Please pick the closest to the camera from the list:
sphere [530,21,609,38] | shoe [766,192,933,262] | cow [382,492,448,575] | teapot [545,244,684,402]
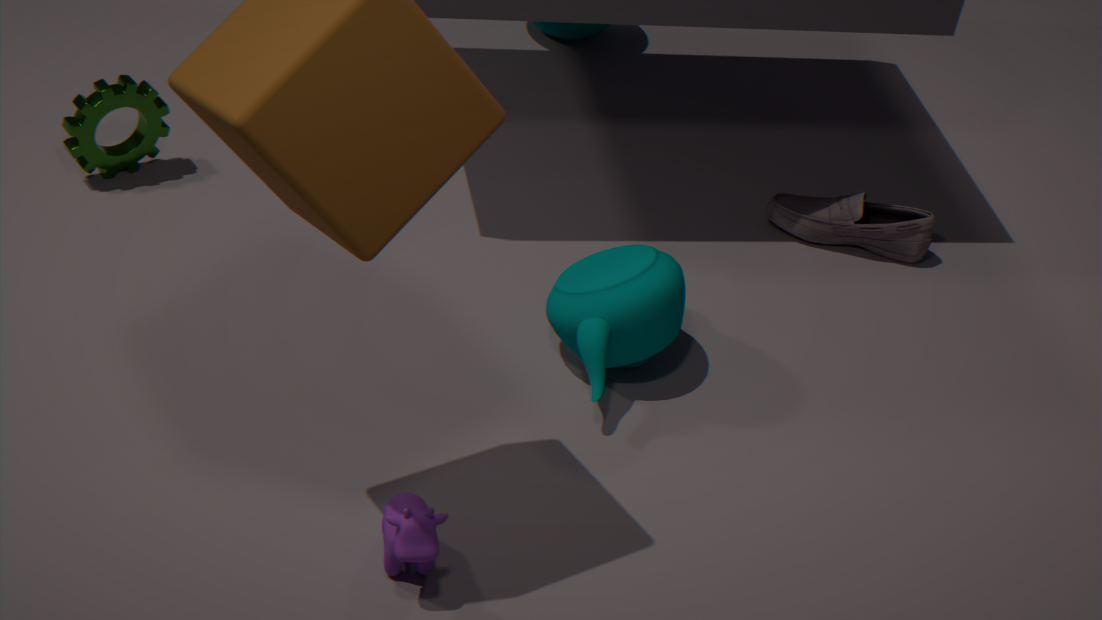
cow [382,492,448,575]
